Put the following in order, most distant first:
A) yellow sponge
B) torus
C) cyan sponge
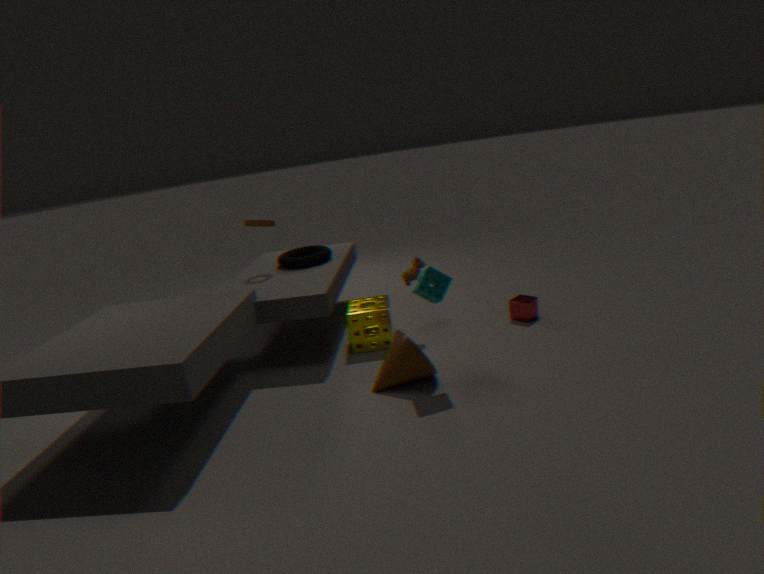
1. torus
2. yellow sponge
3. cyan sponge
